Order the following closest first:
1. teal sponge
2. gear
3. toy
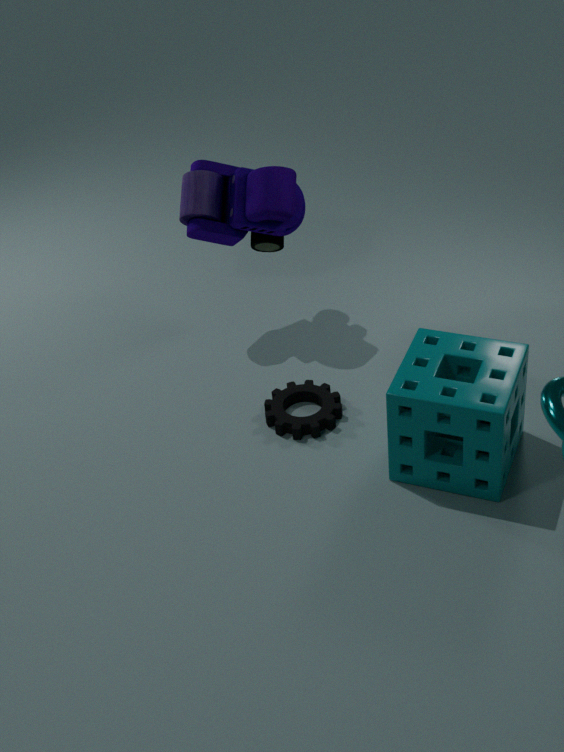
teal sponge
gear
toy
